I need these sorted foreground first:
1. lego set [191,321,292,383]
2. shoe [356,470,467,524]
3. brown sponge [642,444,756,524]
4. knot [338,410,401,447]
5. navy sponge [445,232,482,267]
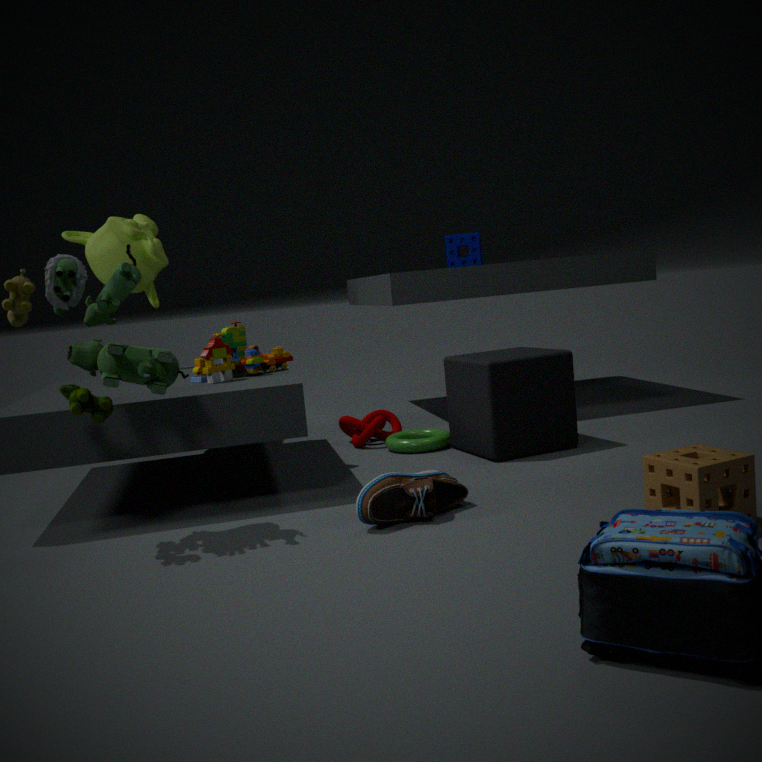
brown sponge [642,444,756,524] < shoe [356,470,467,524] < lego set [191,321,292,383] < knot [338,410,401,447] < navy sponge [445,232,482,267]
